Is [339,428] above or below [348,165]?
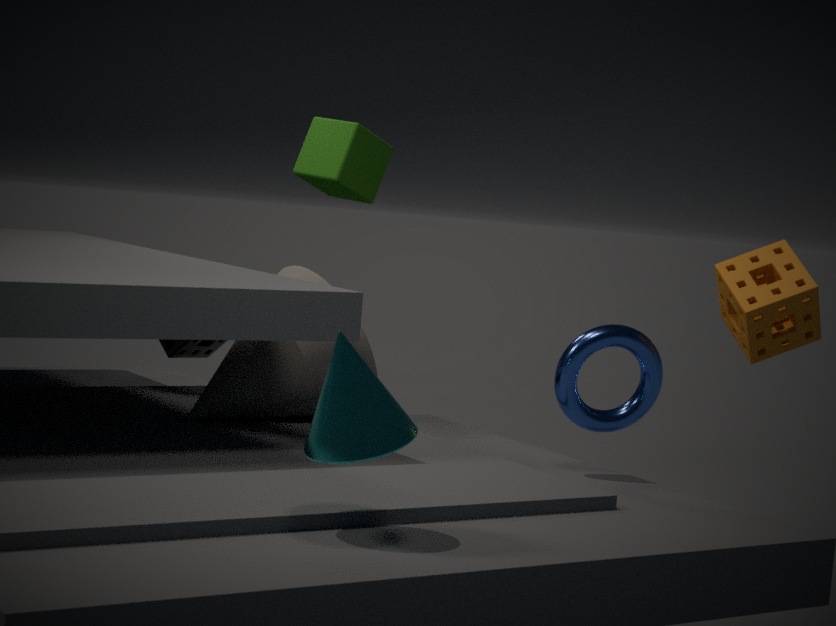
below
